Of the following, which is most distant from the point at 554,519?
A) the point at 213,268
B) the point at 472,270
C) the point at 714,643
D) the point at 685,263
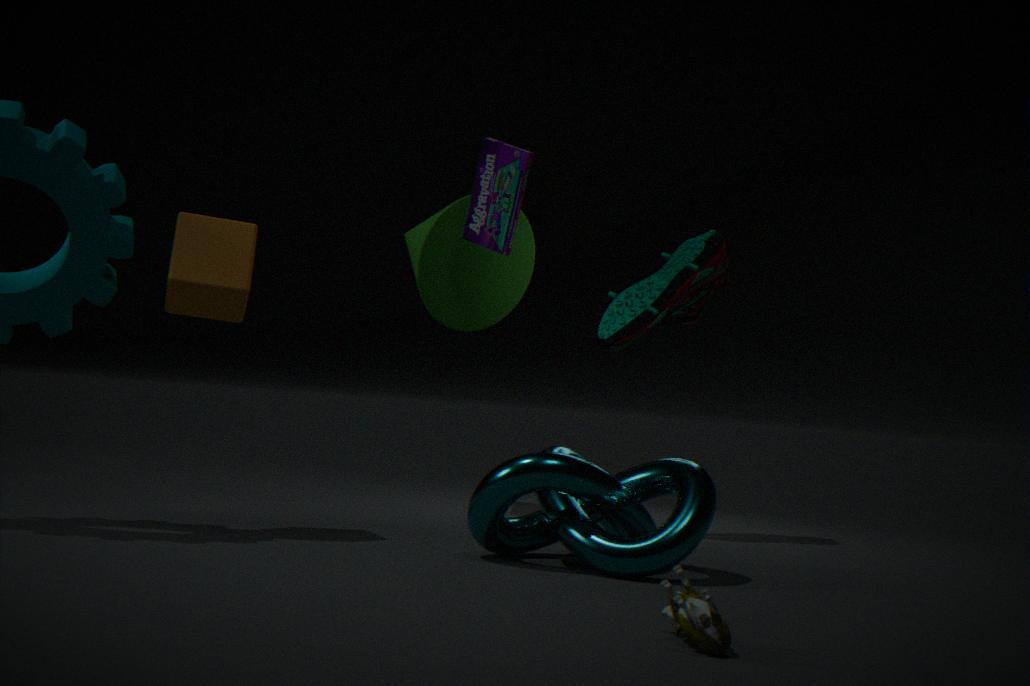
the point at 472,270
